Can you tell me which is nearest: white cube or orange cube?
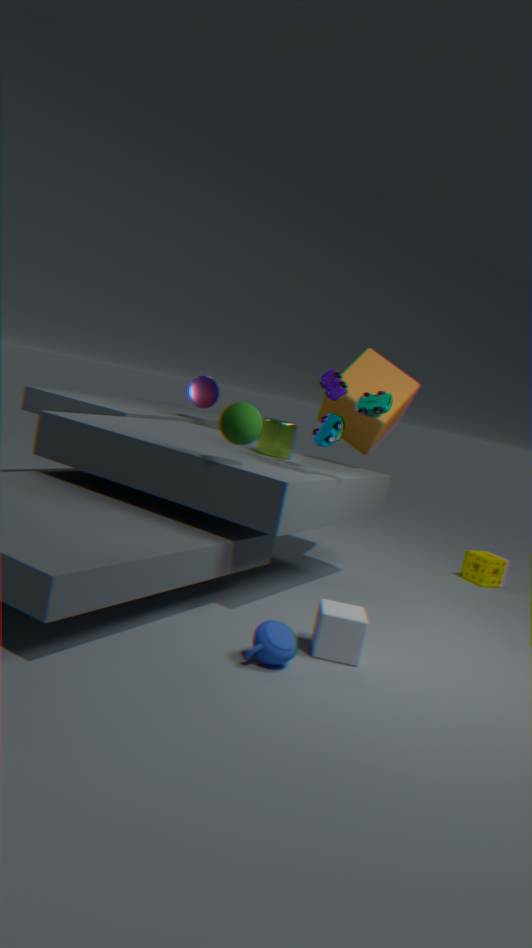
white cube
